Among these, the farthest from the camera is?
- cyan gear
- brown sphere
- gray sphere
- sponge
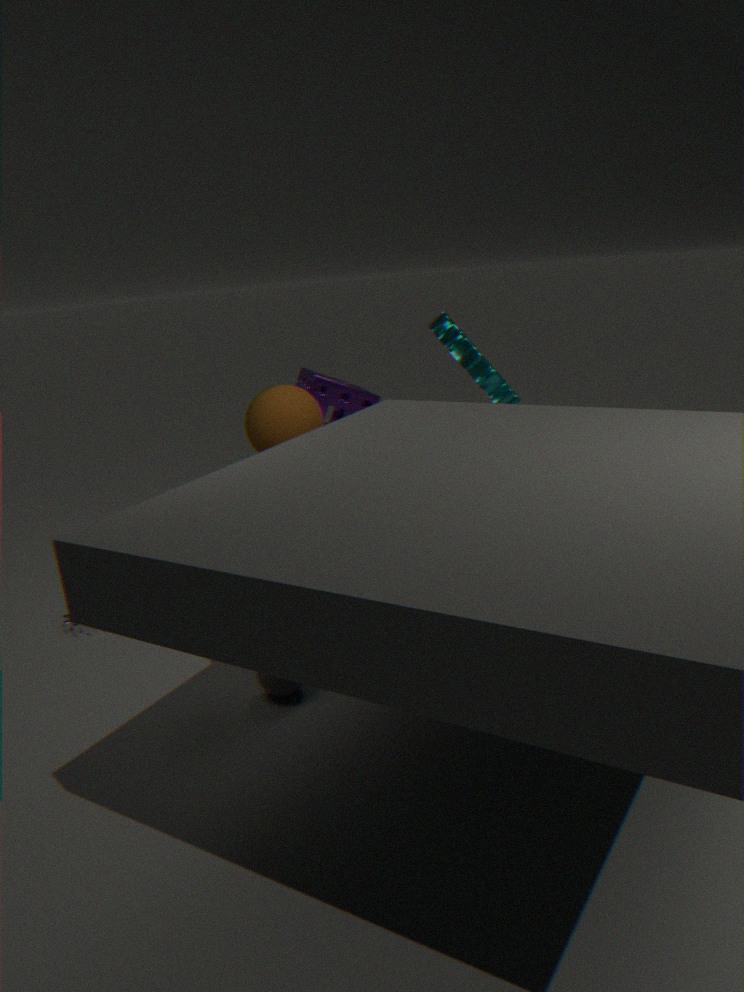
sponge
